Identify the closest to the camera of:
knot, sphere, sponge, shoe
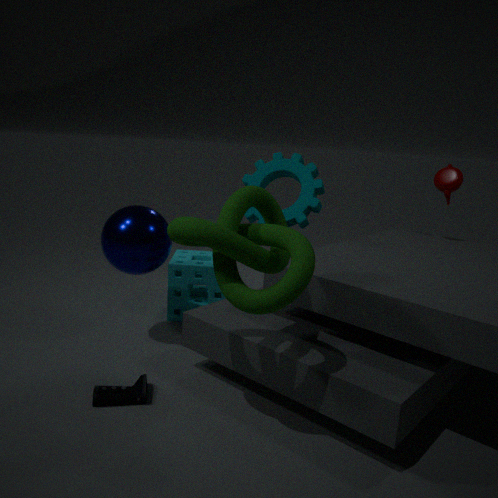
knot
